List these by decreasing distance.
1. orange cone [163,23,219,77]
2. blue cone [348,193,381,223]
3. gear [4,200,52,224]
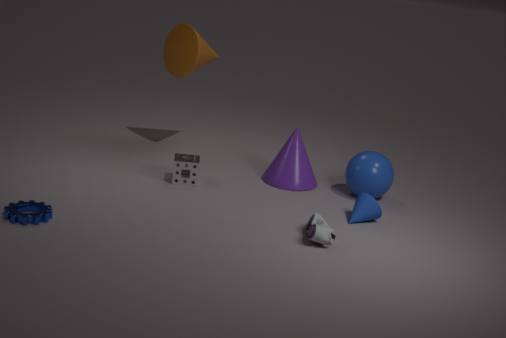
orange cone [163,23,219,77]
blue cone [348,193,381,223]
gear [4,200,52,224]
